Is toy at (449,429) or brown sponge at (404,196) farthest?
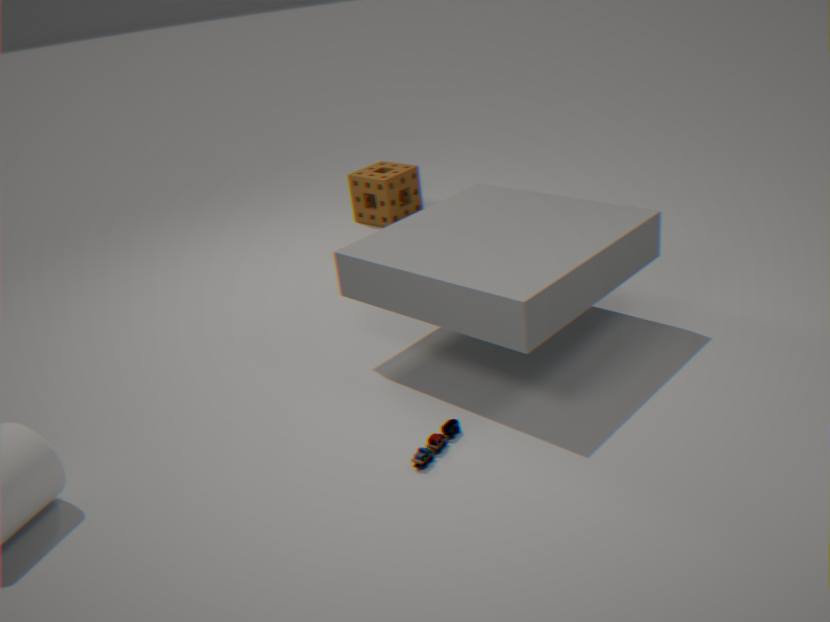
brown sponge at (404,196)
